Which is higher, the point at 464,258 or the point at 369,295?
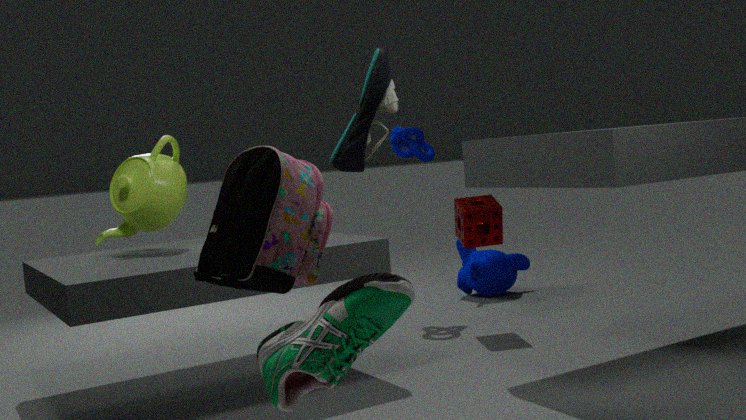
the point at 369,295
